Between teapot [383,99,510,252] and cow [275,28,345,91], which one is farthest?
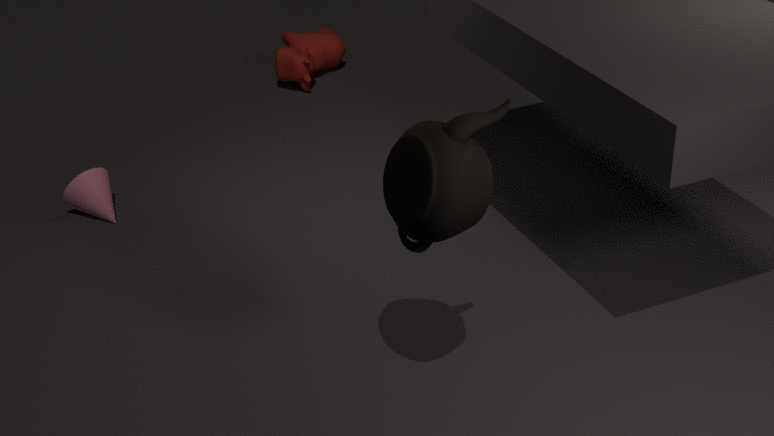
cow [275,28,345,91]
